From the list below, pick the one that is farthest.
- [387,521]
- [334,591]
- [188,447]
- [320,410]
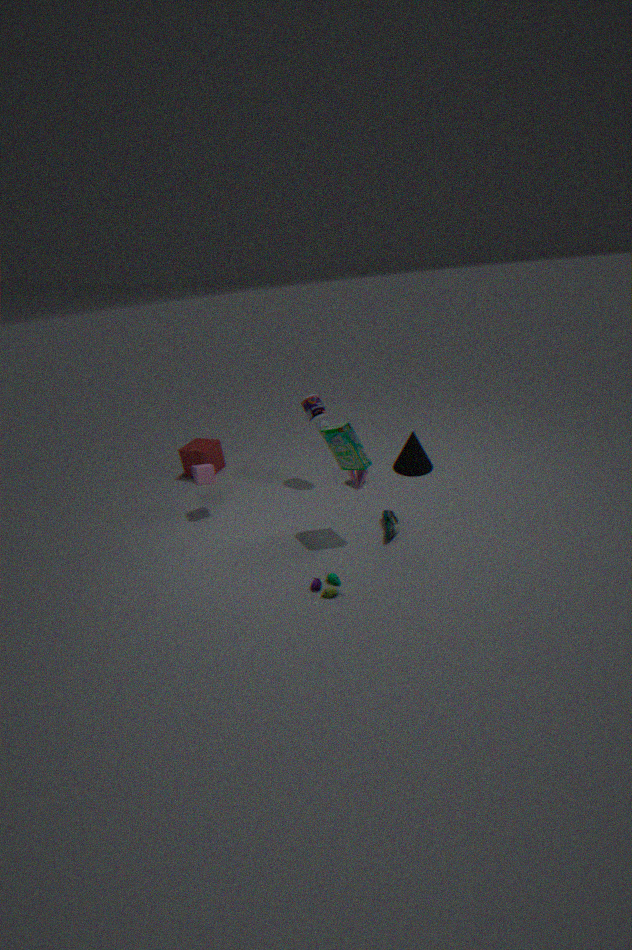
[188,447]
